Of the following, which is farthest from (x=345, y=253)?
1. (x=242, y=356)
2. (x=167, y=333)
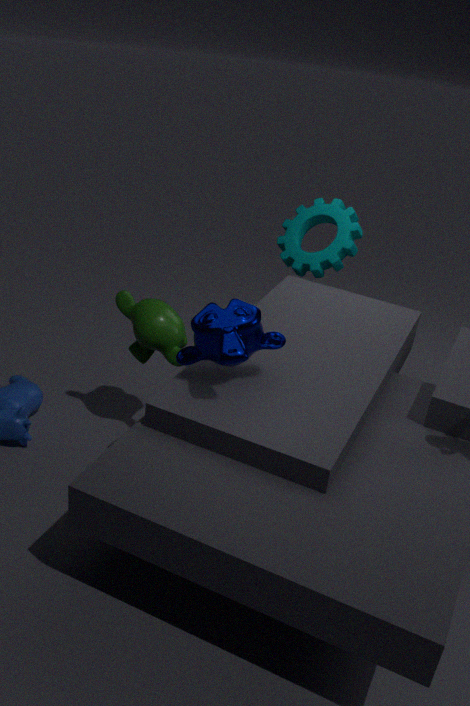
(x=242, y=356)
